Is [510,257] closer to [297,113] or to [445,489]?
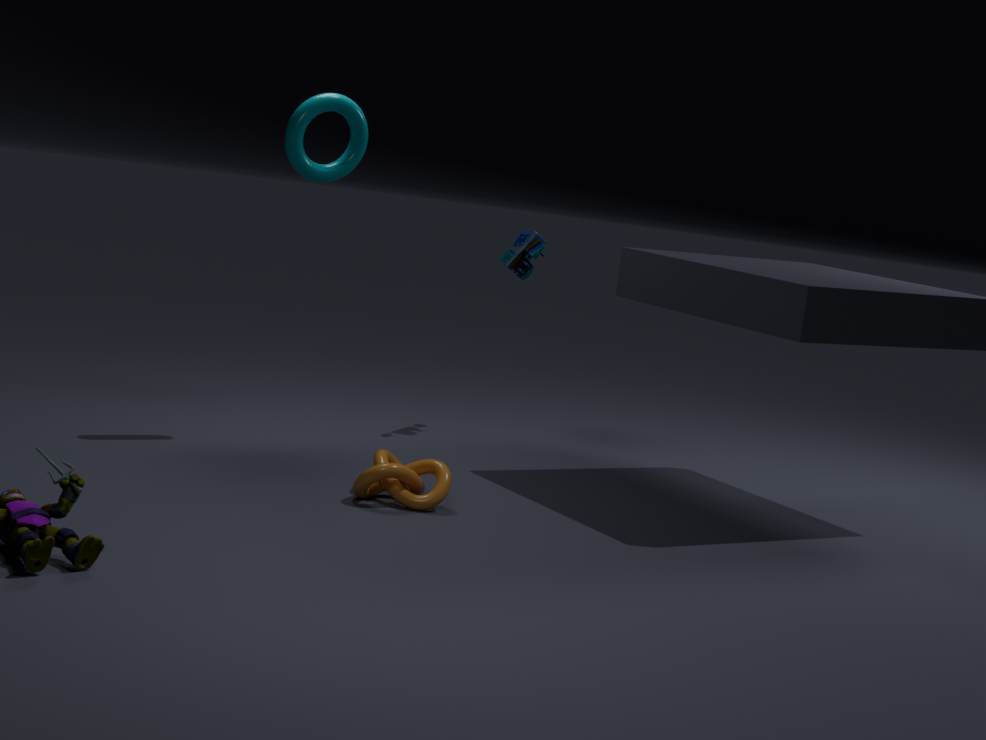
[297,113]
